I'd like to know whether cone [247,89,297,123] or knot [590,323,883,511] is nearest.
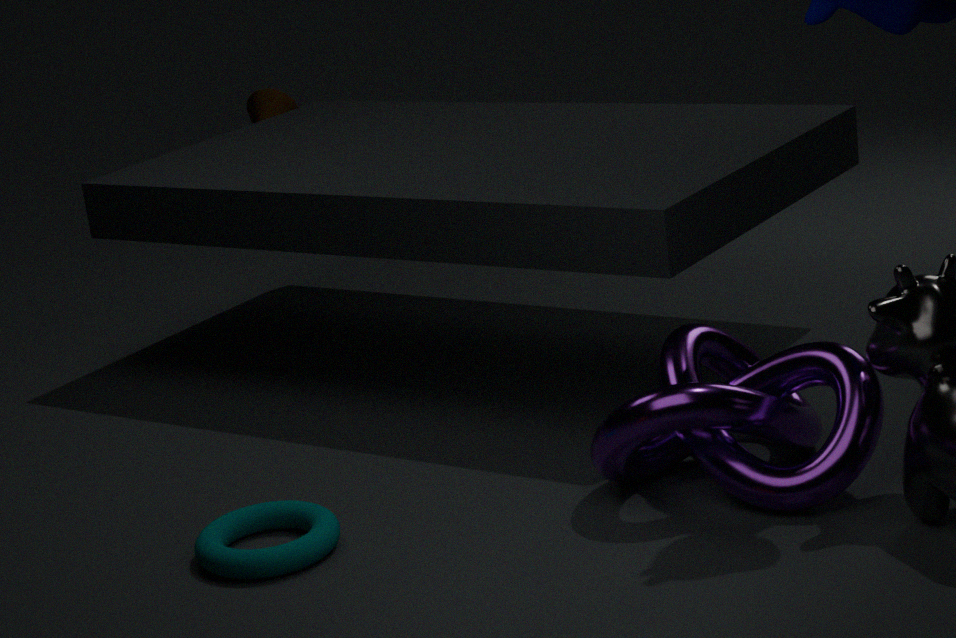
knot [590,323,883,511]
